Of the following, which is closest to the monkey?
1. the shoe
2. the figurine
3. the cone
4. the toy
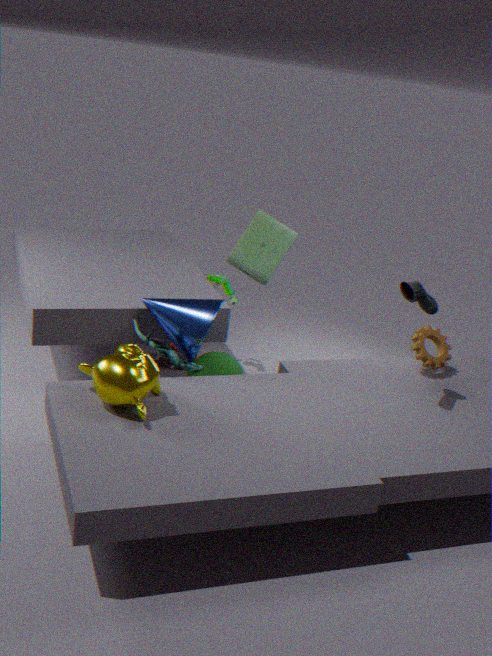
the figurine
